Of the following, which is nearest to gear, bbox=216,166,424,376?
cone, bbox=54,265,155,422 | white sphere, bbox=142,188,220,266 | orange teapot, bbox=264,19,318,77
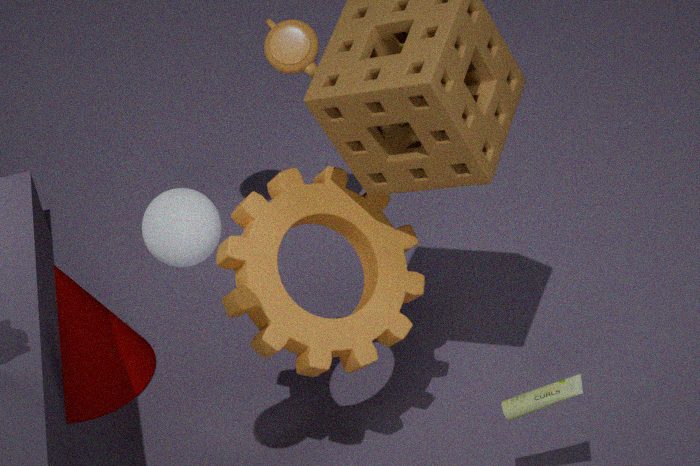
white sphere, bbox=142,188,220,266
